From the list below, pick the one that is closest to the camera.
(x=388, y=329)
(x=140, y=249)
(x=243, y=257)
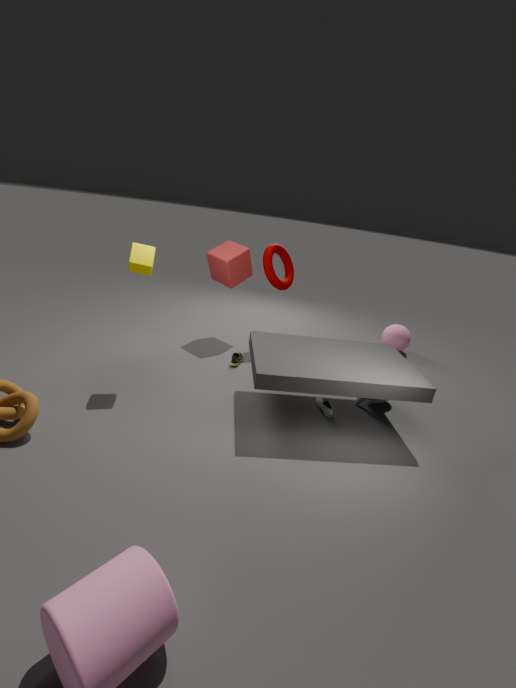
(x=140, y=249)
